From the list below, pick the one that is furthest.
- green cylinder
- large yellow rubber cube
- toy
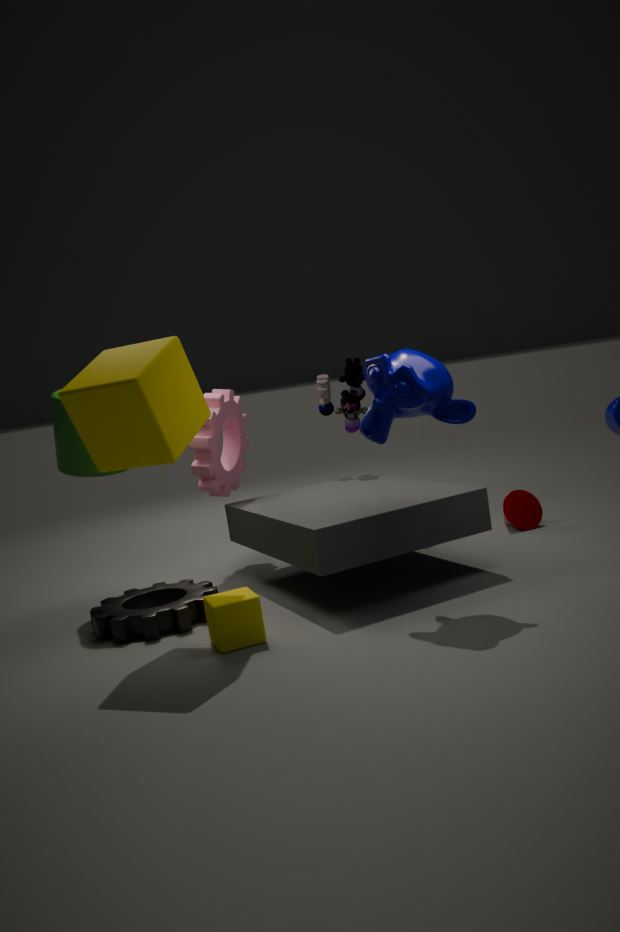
toy
